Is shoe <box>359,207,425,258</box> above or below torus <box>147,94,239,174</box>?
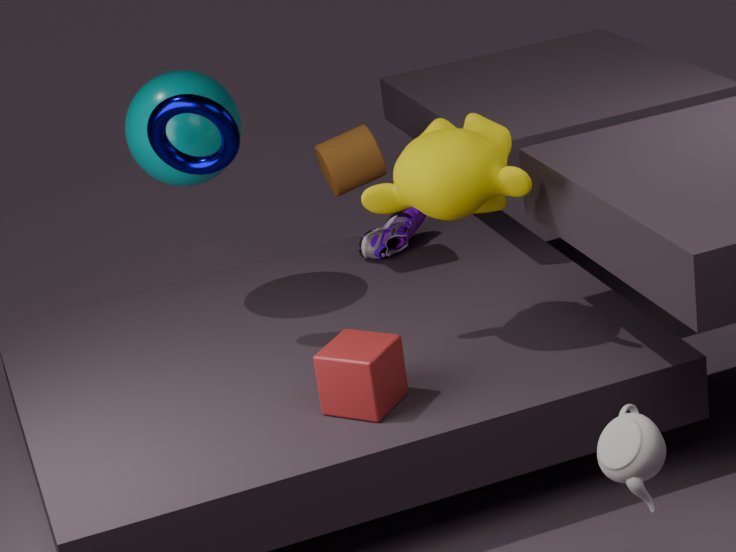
below
